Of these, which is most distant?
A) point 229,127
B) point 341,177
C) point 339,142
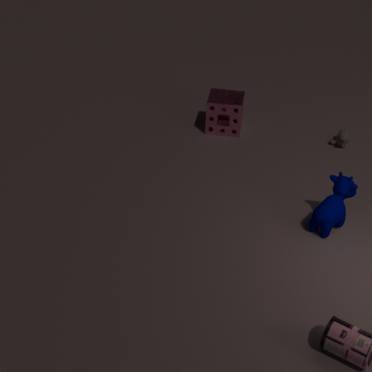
point 229,127
